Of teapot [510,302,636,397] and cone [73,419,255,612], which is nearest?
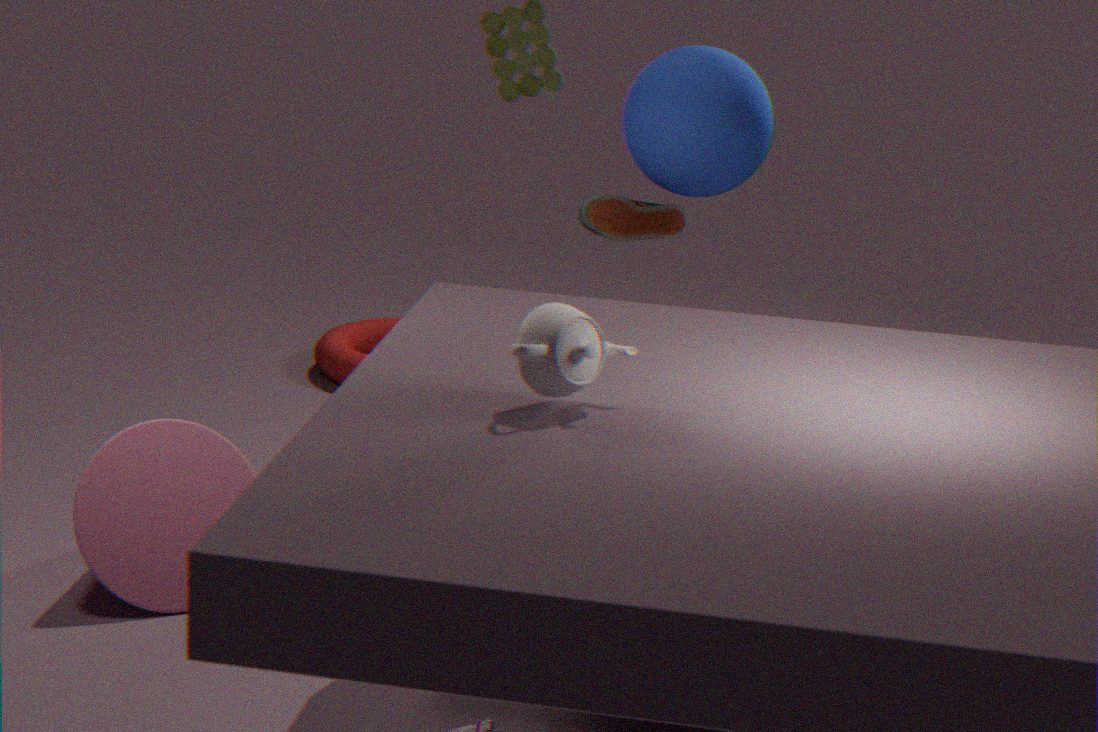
teapot [510,302,636,397]
